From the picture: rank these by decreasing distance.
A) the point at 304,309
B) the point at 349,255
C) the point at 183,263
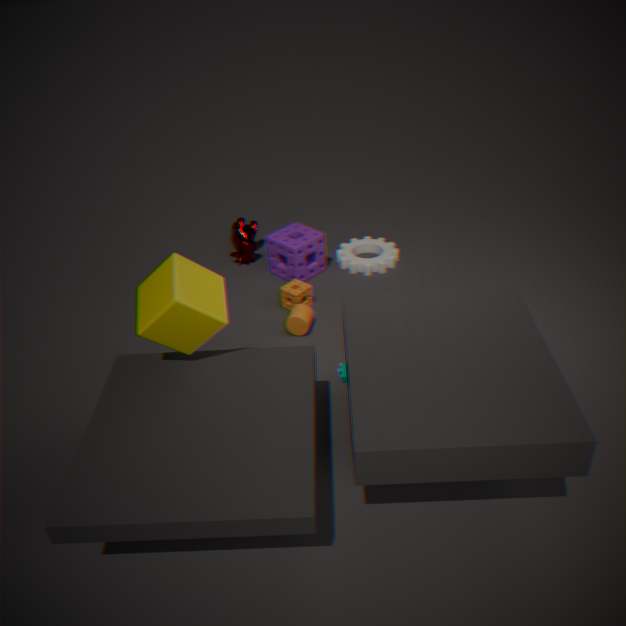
the point at 349,255 < the point at 304,309 < the point at 183,263
